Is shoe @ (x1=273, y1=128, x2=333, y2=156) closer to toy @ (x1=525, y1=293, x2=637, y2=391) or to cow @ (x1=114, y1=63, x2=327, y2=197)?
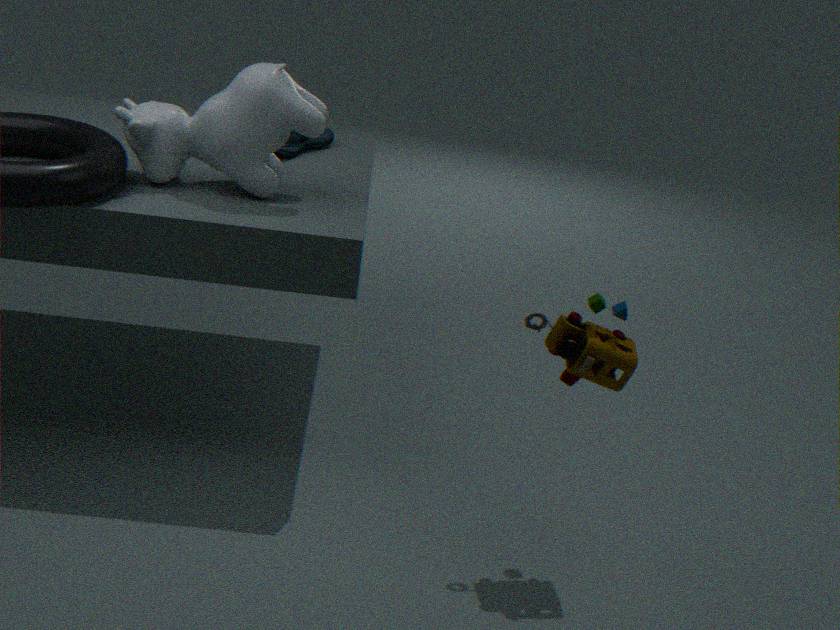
cow @ (x1=114, y1=63, x2=327, y2=197)
